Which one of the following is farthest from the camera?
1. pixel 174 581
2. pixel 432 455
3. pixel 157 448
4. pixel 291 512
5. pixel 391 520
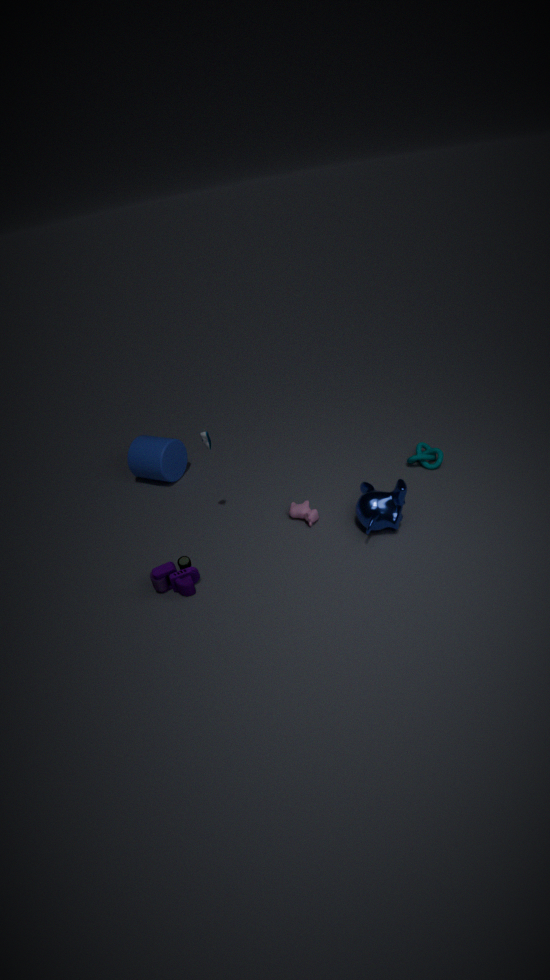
pixel 157 448
